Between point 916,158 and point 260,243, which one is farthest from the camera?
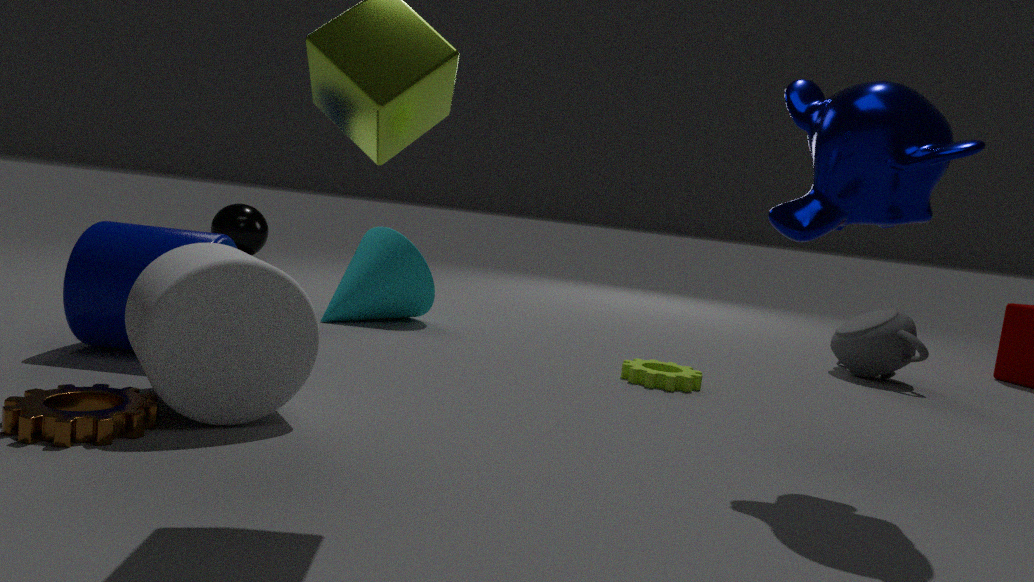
point 260,243
